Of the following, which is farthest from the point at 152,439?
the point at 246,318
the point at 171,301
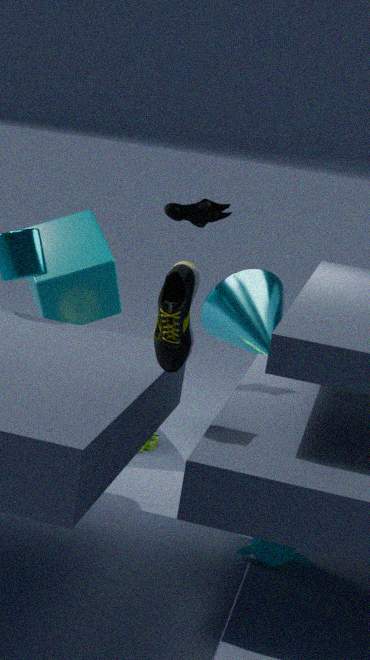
the point at 171,301
